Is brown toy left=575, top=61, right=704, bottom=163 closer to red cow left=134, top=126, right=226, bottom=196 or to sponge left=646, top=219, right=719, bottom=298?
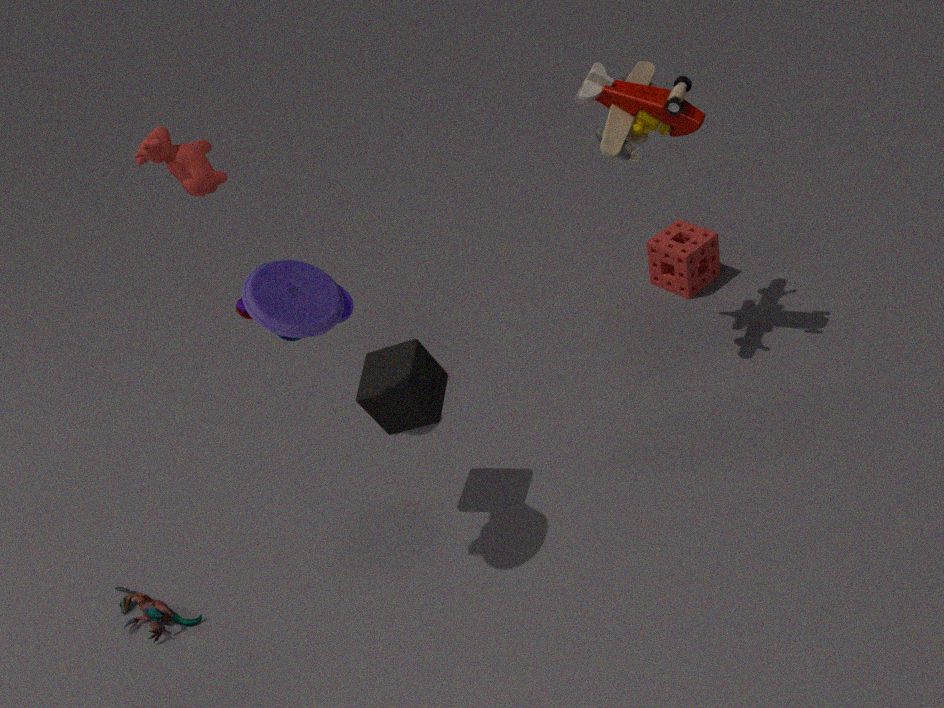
sponge left=646, top=219, right=719, bottom=298
